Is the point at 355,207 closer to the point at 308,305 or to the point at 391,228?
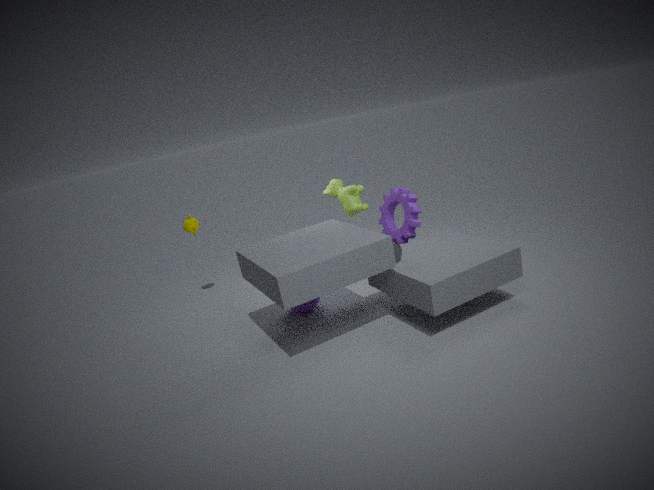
the point at 391,228
